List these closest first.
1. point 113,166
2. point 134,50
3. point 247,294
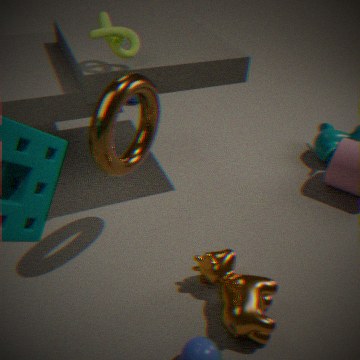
point 247,294
point 113,166
point 134,50
